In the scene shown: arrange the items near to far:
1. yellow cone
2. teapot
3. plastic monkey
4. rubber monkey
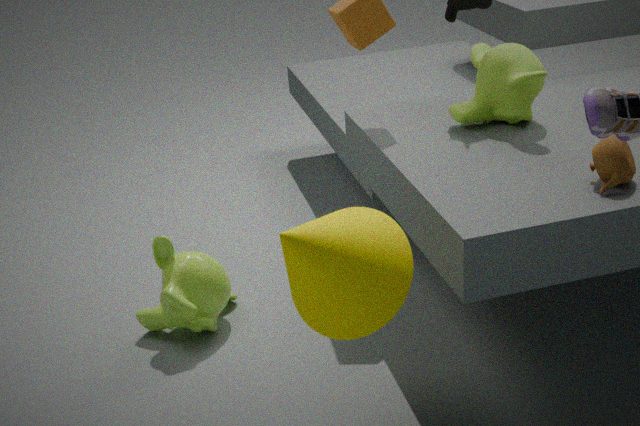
yellow cone → teapot → rubber monkey → plastic monkey
